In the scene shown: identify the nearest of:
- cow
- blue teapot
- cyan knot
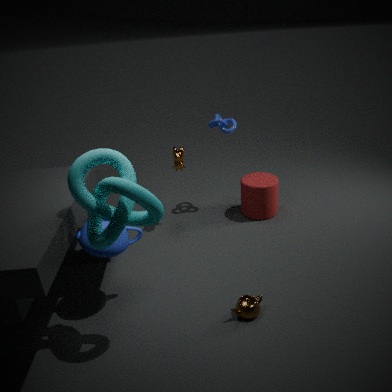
cyan knot
